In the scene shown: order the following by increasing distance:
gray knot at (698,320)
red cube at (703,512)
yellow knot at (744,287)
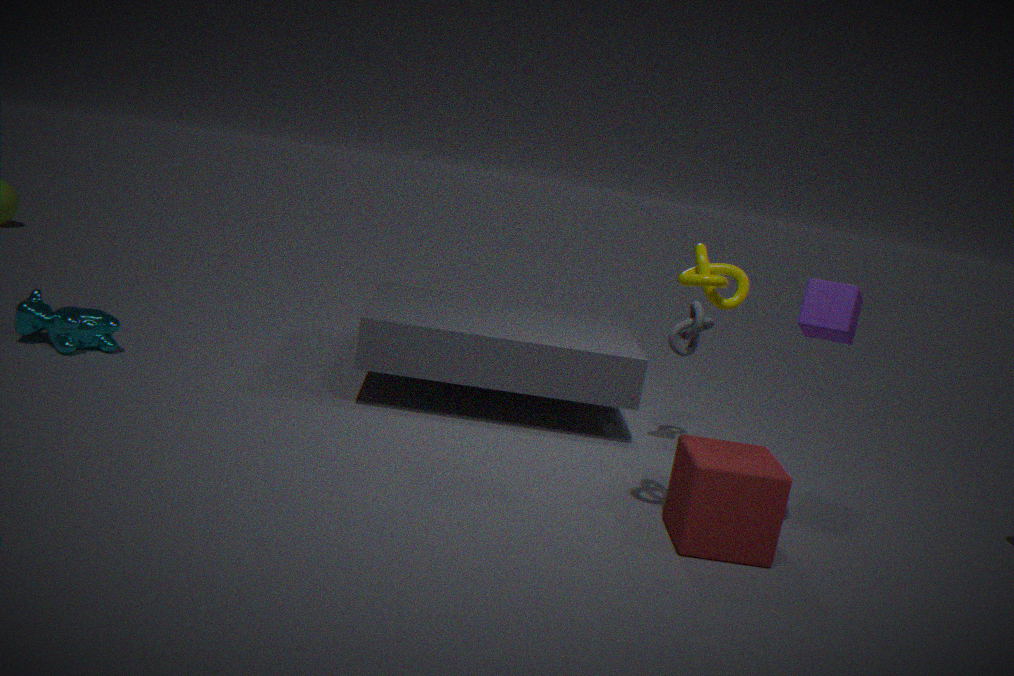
yellow knot at (744,287) → red cube at (703,512) → gray knot at (698,320)
